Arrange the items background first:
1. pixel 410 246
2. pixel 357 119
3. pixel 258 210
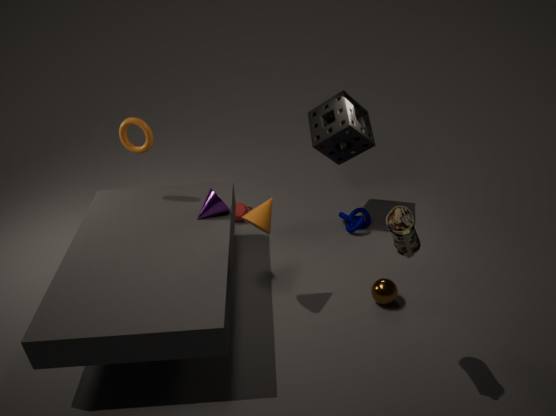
pixel 357 119, pixel 258 210, pixel 410 246
